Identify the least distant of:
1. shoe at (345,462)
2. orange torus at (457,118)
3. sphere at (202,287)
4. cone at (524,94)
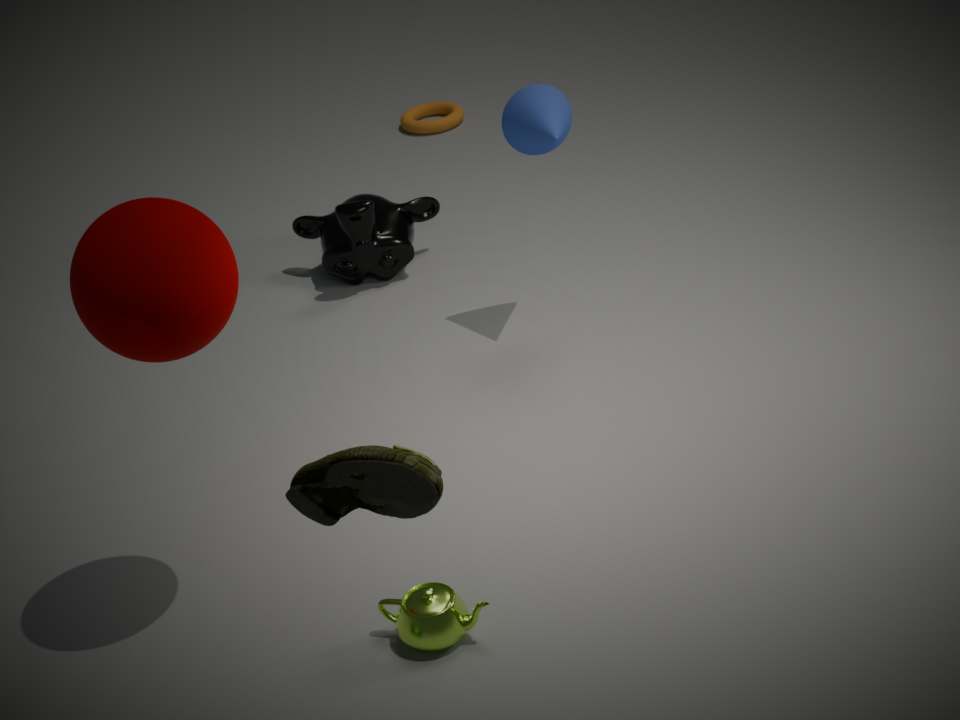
shoe at (345,462)
